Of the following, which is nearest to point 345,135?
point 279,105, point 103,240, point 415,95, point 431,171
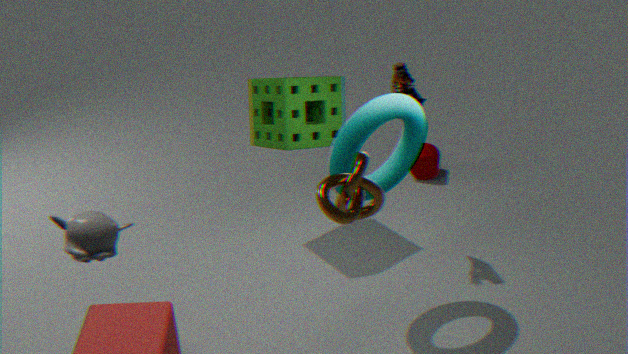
point 415,95
